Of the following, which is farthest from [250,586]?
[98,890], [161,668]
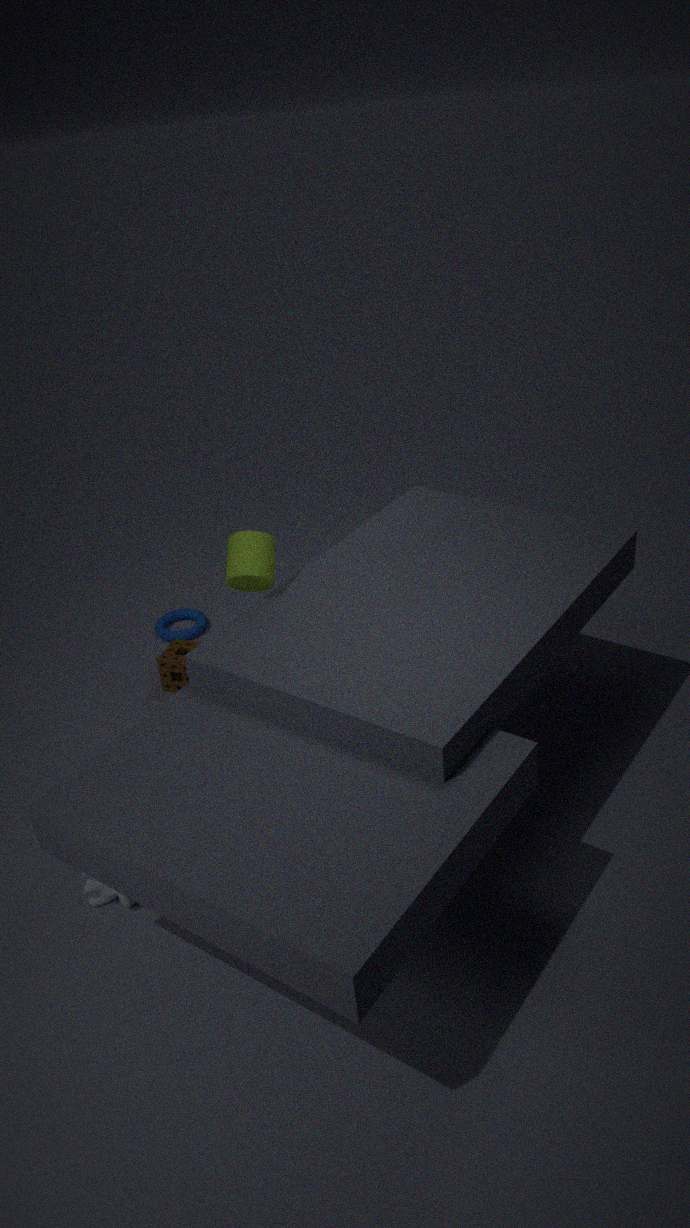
[98,890]
